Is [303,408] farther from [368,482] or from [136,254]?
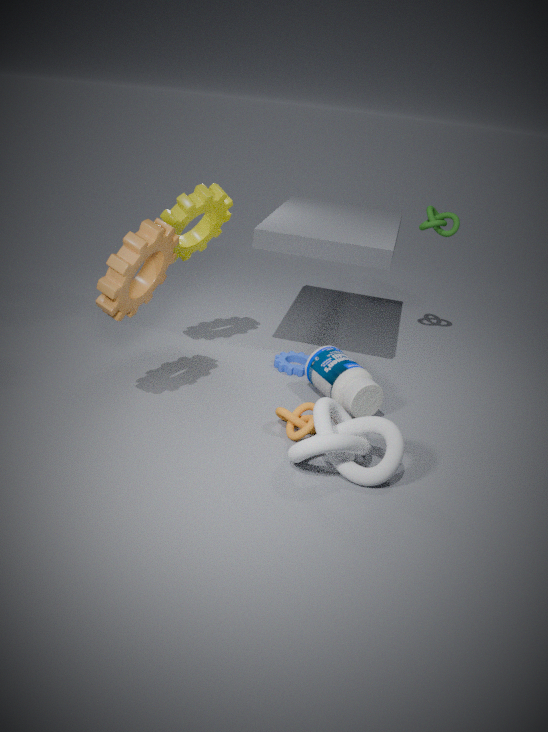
[136,254]
